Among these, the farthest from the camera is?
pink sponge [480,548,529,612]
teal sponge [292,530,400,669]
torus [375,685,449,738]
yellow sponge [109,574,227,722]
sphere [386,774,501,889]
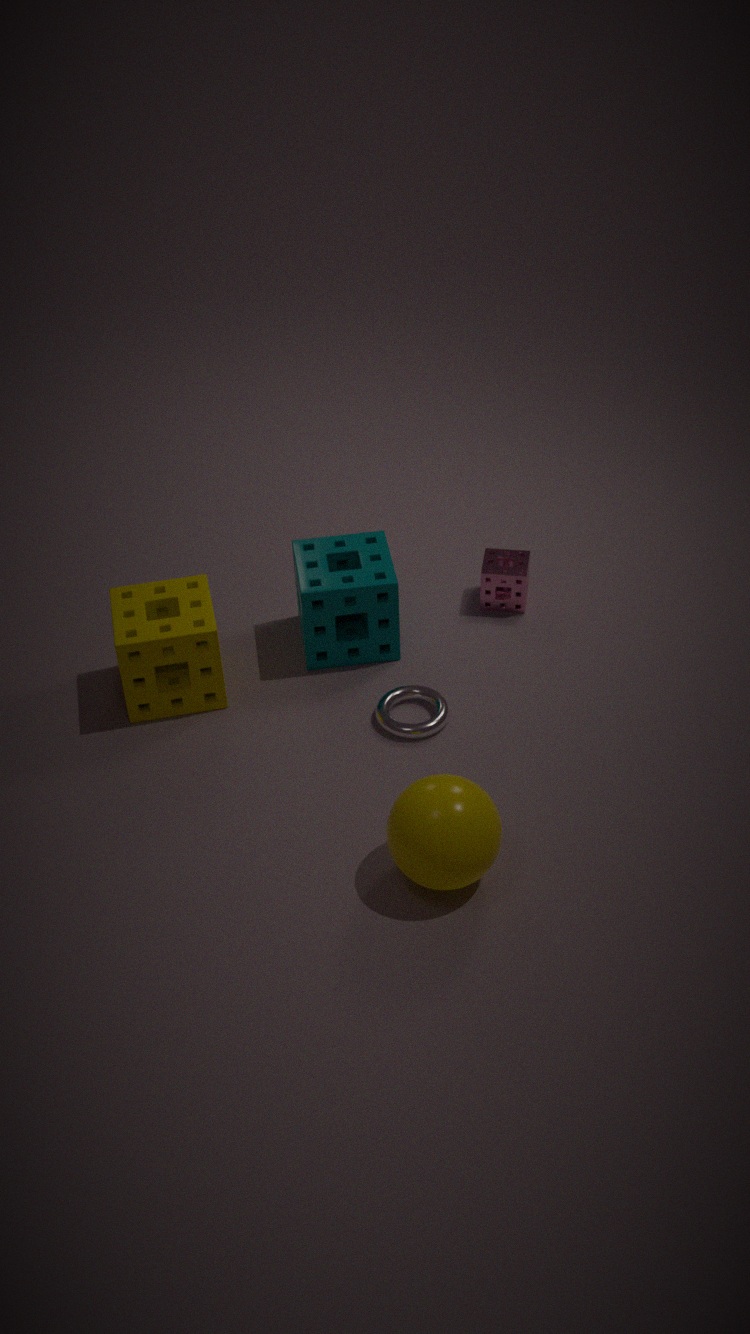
pink sponge [480,548,529,612]
